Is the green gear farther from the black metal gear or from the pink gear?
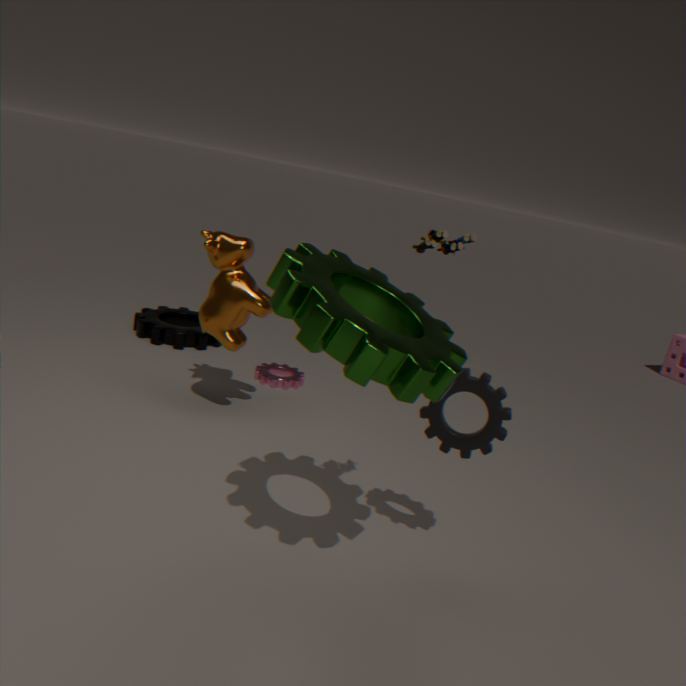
the black metal gear
